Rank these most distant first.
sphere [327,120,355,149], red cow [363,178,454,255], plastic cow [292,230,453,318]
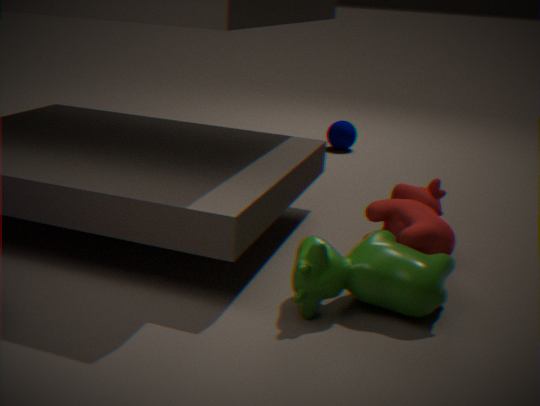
sphere [327,120,355,149], red cow [363,178,454,255], plastic cow [292,230,453,318]
